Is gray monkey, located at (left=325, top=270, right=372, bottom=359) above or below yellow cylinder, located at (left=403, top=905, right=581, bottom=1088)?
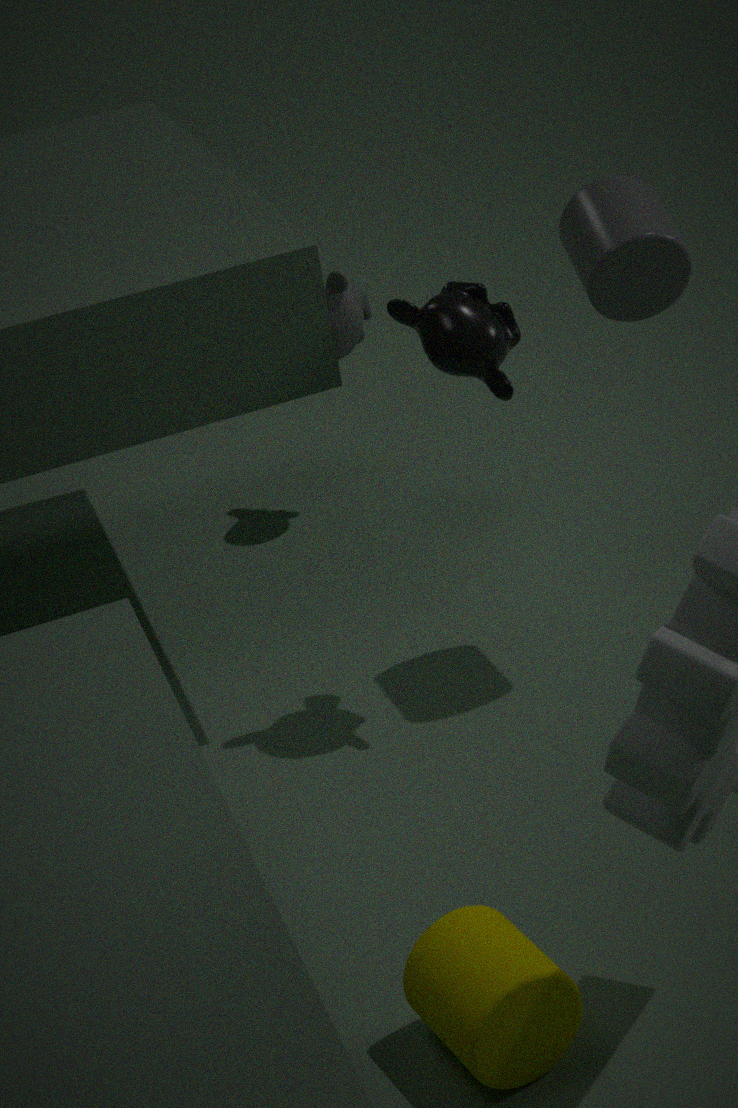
above
